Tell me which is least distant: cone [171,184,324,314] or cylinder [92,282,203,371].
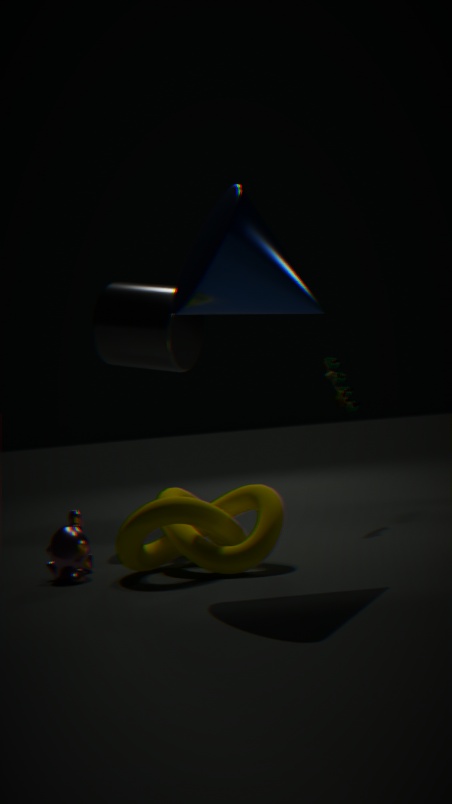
cone [171,184,324,314]
